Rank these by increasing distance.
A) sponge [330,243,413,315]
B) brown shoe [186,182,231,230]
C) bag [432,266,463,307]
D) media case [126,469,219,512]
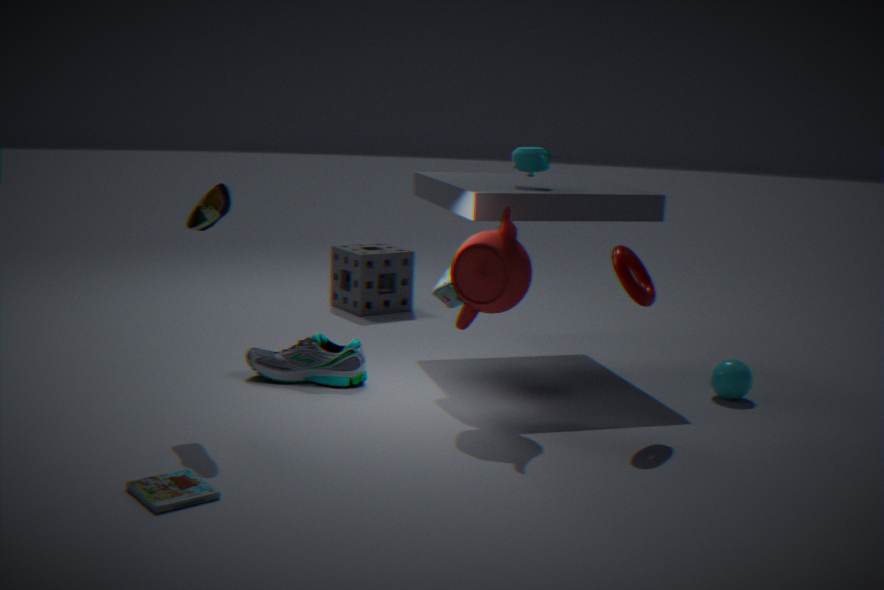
media case [126,469,219,512]
brown shoe [186,182,231,230]
bag [432,266,463,307]
sponge [330,243,413,315]
